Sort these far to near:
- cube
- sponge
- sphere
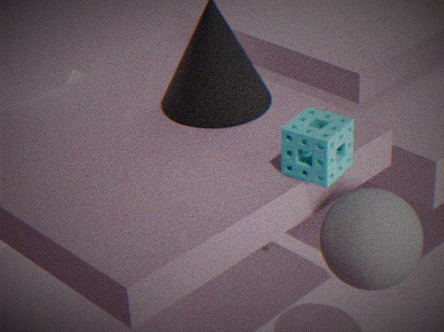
cube → sphere → sponge
